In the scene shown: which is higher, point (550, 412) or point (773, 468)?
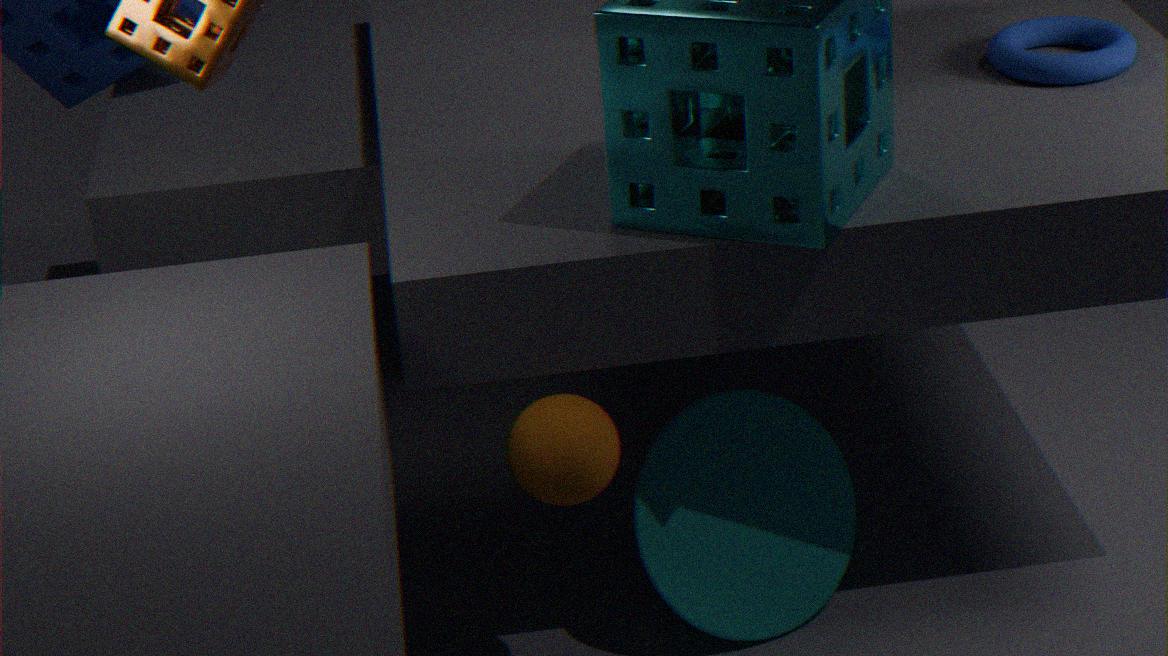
point (550, 412)
